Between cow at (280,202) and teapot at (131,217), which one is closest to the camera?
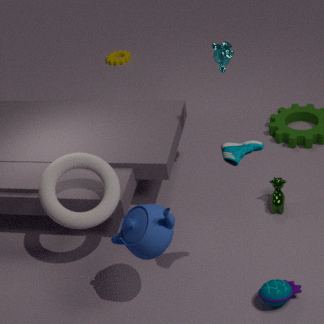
teapot at (131,217)
